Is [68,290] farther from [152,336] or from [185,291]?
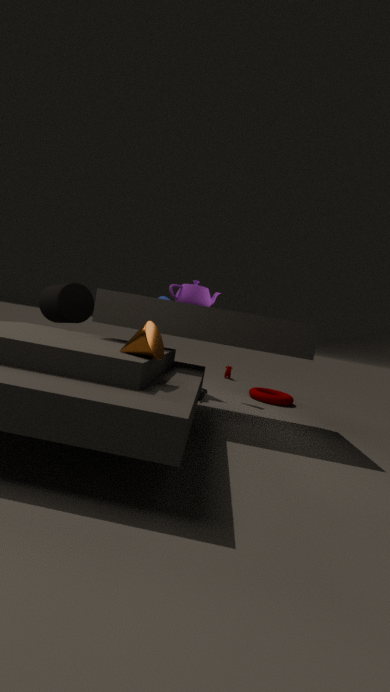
[152,336]
